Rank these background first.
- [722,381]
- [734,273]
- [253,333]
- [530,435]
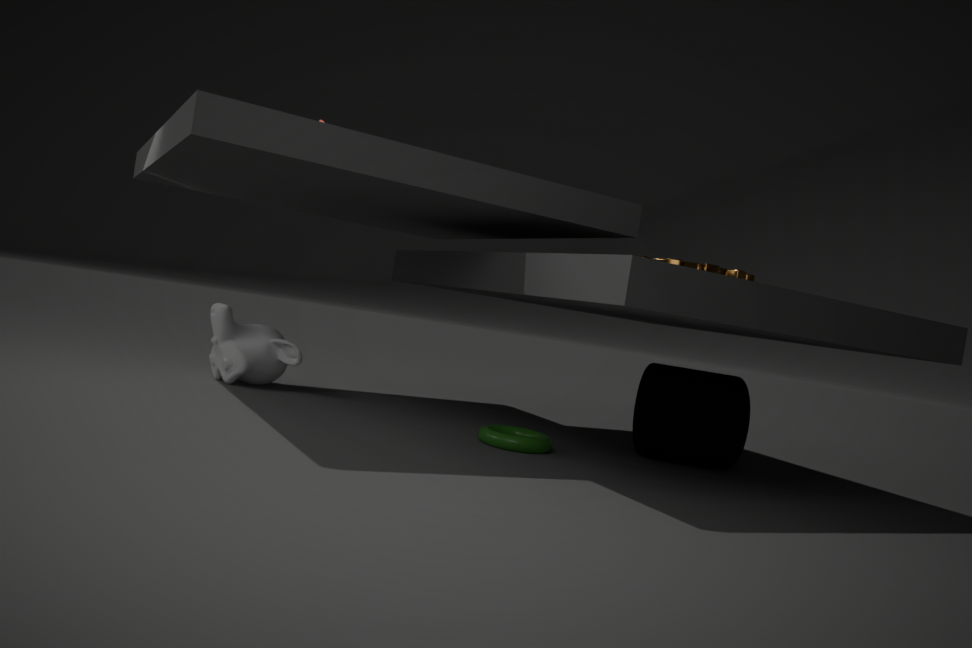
[253,333]
[722,381]
[734,273]
[530,435]
